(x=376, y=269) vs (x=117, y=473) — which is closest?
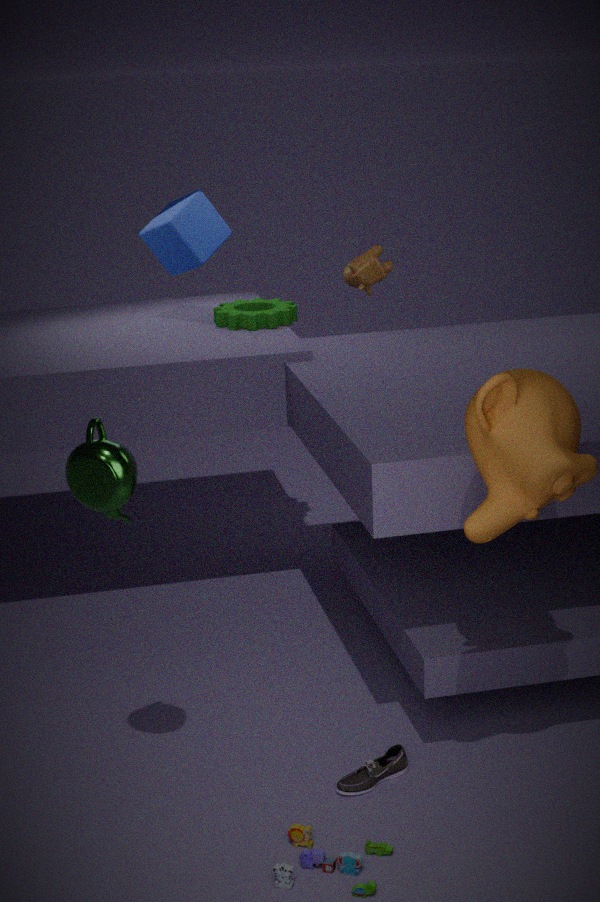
(x=117, y=473)
